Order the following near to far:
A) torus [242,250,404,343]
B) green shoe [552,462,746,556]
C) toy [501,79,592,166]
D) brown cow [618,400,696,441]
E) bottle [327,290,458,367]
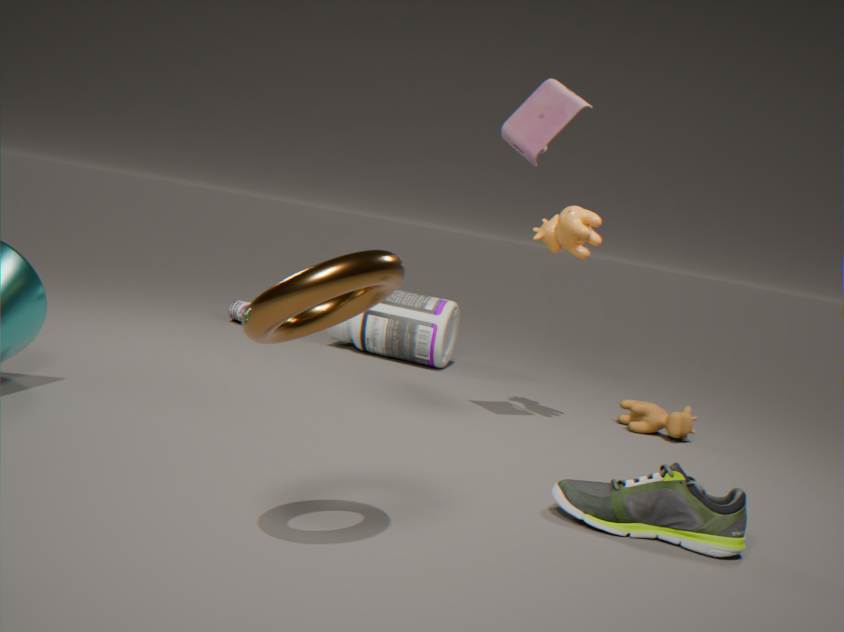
torus [242,250,404,343], green shoe [552,462,746,556], toy [501,79,592,166], brown cow [618,400,696,441], bottle [327,290,458,367]
